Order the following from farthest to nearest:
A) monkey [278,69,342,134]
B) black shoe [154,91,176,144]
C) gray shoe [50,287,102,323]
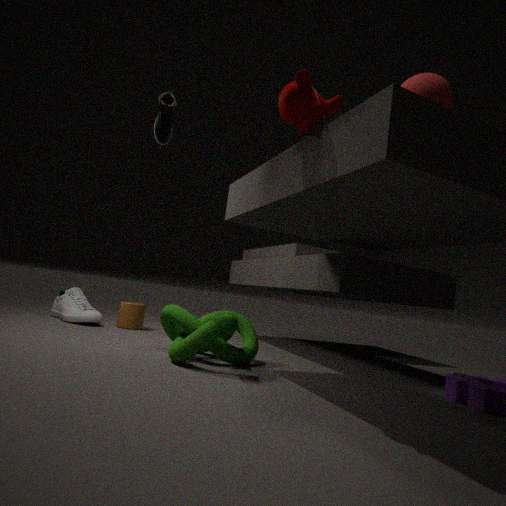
1. C. gray shoe [50,287,102,323]
2. B. black shoe [154,91,176,144]
3. A. monkey [278,69,342,134]
